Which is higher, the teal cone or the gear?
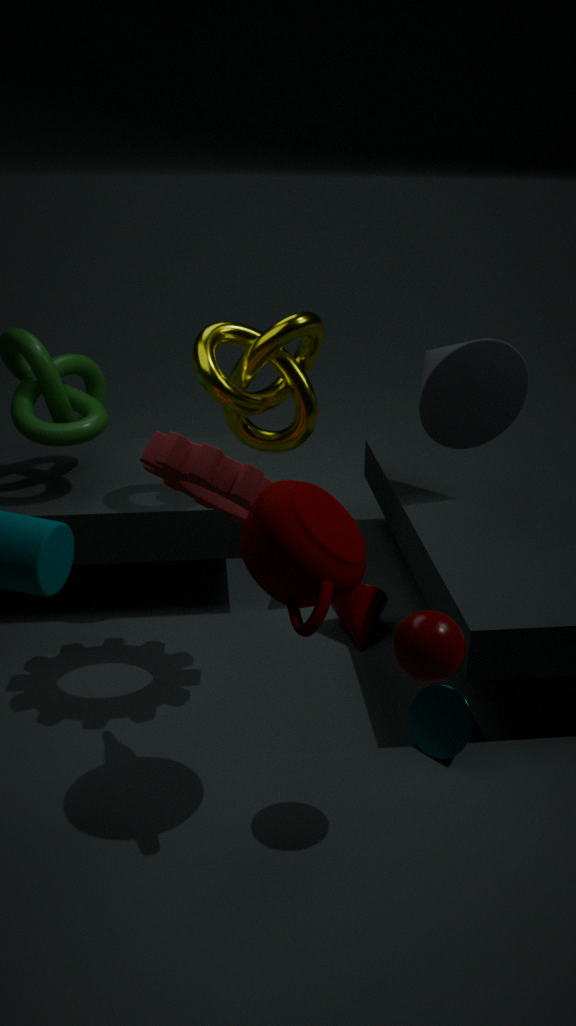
the gear
